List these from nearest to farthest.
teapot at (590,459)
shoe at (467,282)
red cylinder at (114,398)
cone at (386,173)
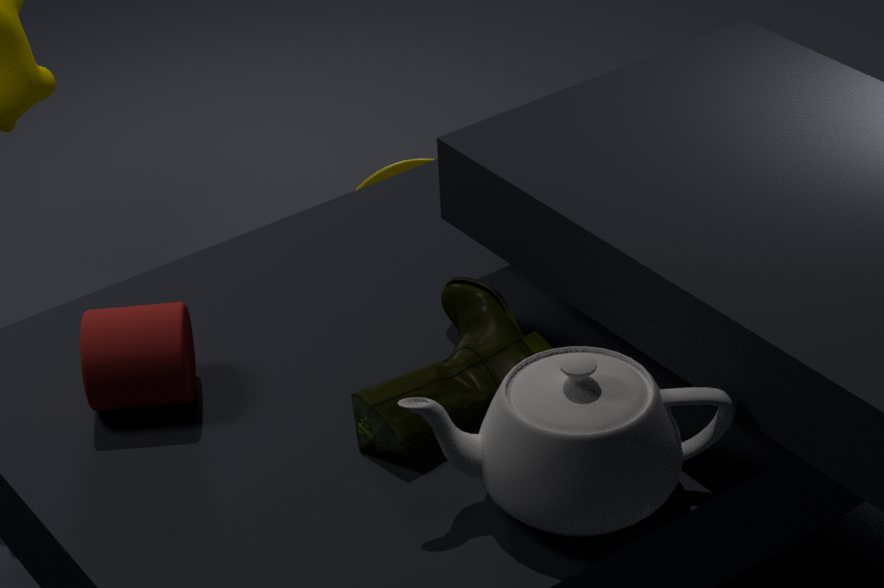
teapot at (590,459)
shoe at (467,282)
red cylinder at (114,398)
cone at (386,173)
